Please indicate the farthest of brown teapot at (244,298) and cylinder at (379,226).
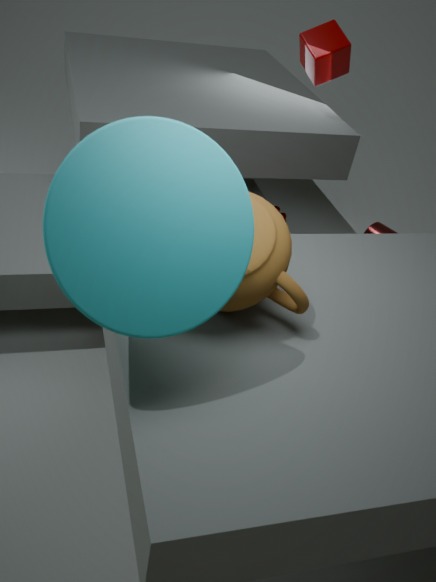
cylinder at (379,226)
